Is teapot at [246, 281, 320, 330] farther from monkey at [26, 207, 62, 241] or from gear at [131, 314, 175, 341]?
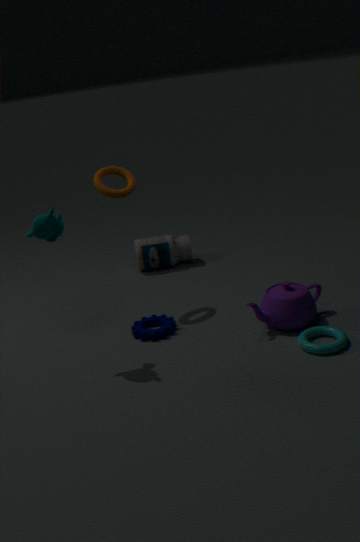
monkey at [26, 207, 62, 241]
